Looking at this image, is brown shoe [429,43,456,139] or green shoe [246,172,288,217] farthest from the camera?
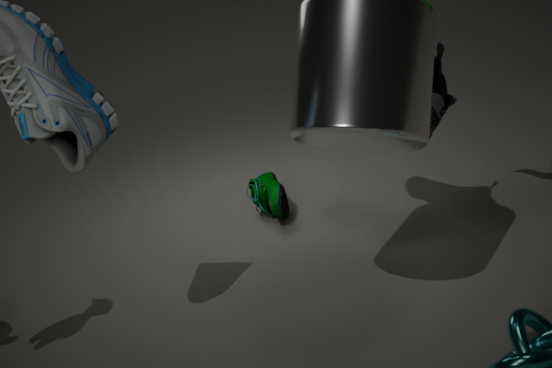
green shoe [246,172,288,217]
